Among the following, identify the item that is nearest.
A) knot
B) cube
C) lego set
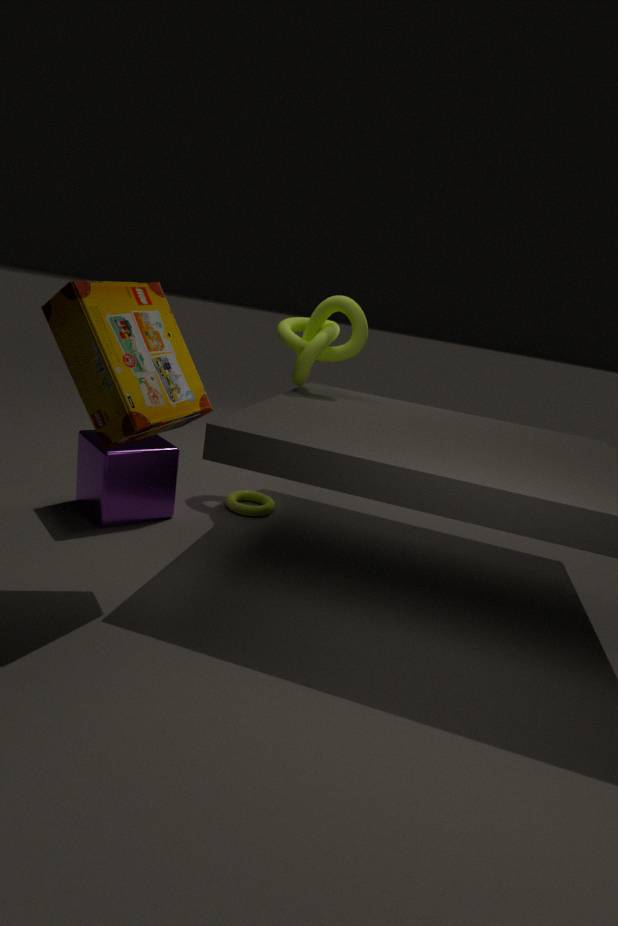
lego set
